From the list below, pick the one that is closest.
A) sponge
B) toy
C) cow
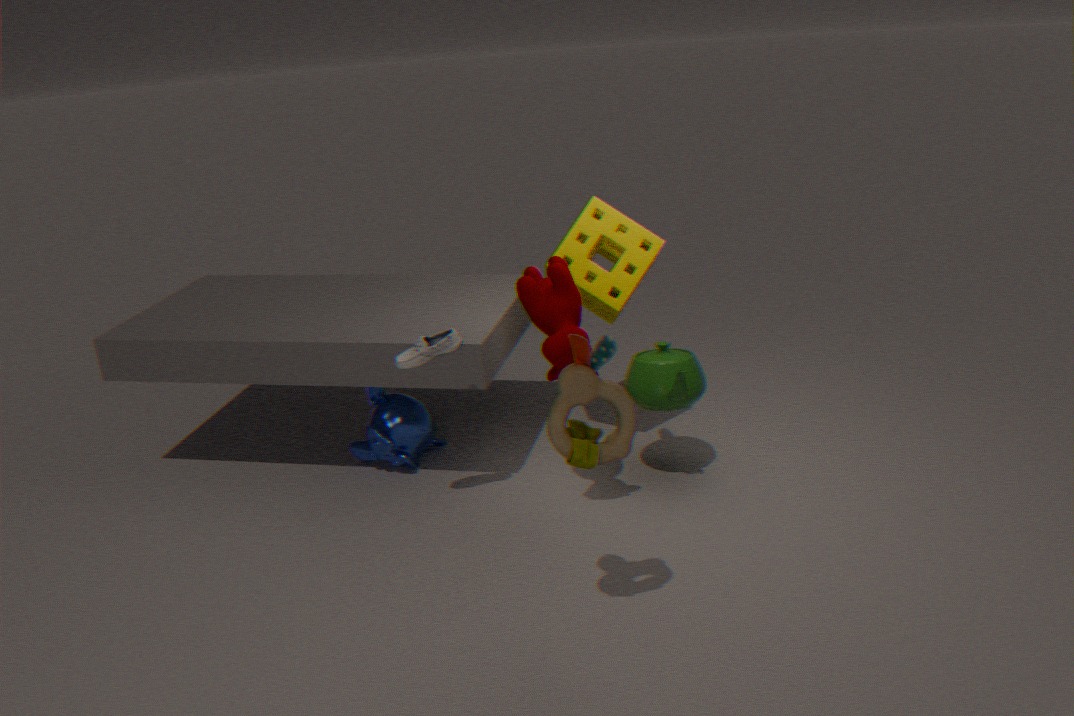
toy
